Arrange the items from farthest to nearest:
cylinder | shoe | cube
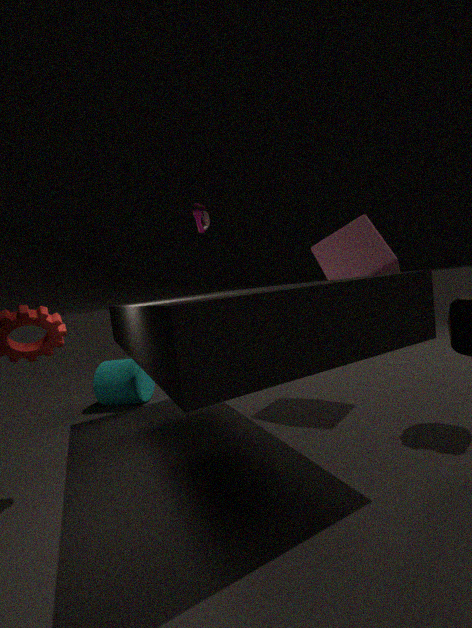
cylinder < cube < shoe
